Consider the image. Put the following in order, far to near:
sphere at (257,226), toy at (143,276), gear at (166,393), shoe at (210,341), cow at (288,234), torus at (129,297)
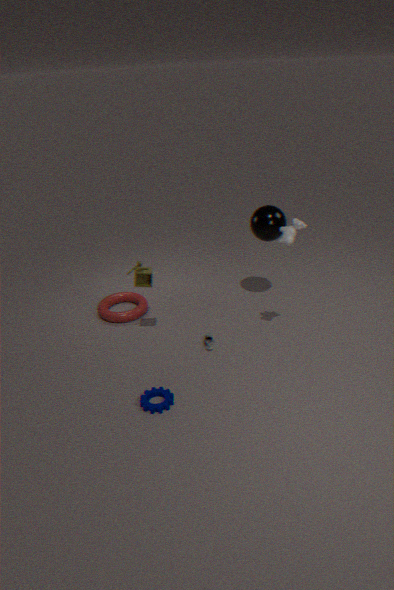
torus at (129,297)
sphere at (257,226)
shoe at (210,341)
toy at (143,276)
cow at (288,234)
gear at (166,393)
